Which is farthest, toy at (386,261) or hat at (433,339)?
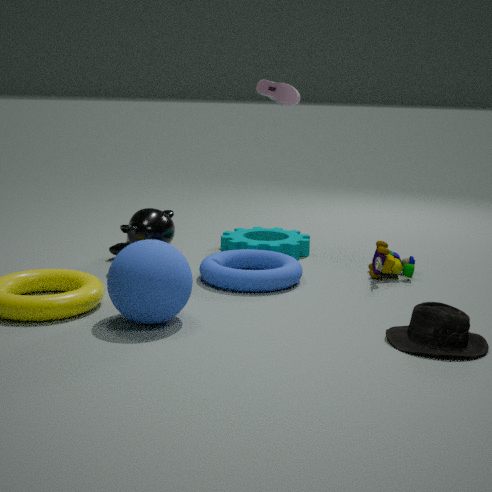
toy at (386,261)
